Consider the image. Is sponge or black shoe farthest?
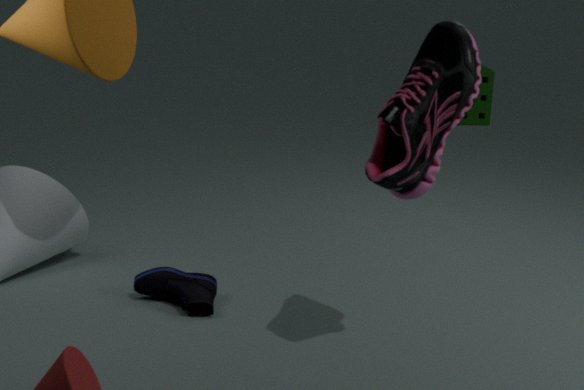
sponge
